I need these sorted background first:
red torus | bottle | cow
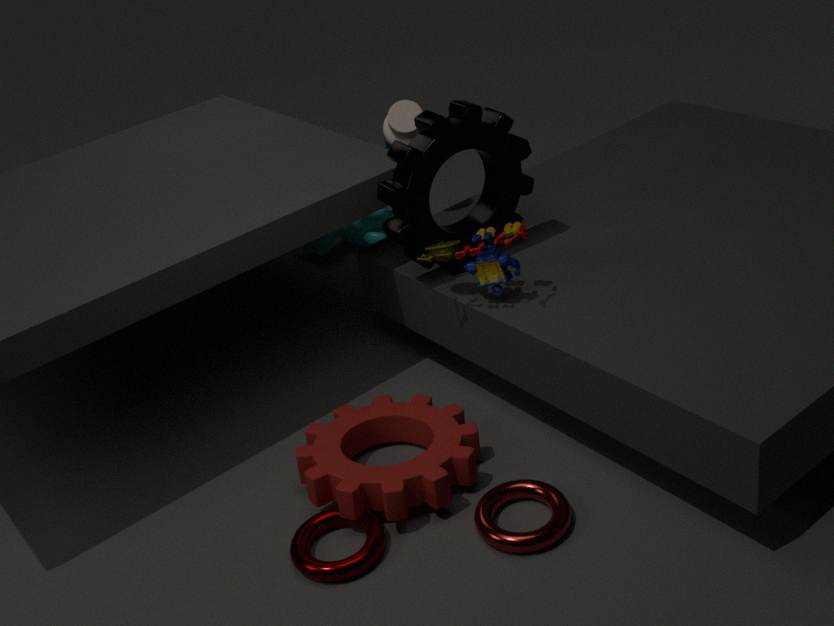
cow, bottle, red torus
